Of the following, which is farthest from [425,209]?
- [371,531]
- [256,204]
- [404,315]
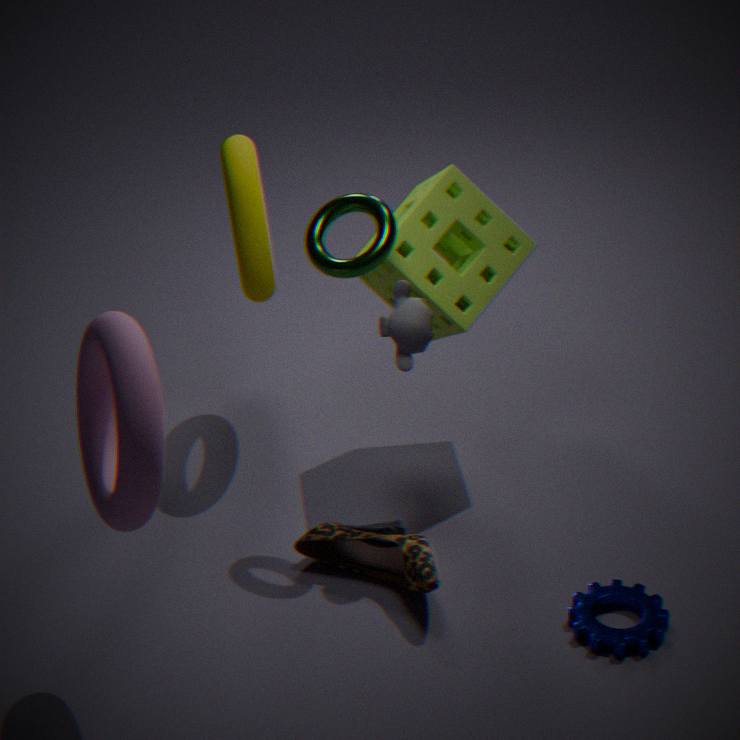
[371,531]
